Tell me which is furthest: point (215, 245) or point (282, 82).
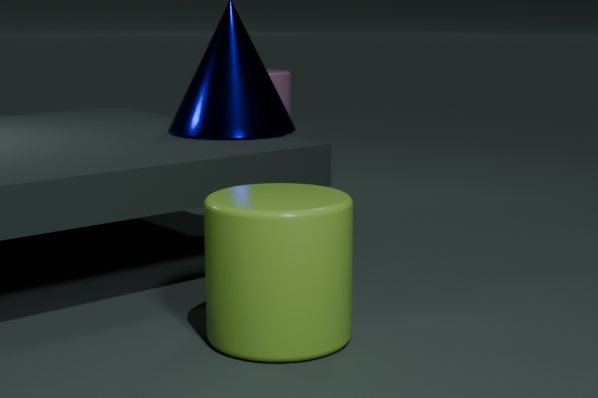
point (282, 82)
